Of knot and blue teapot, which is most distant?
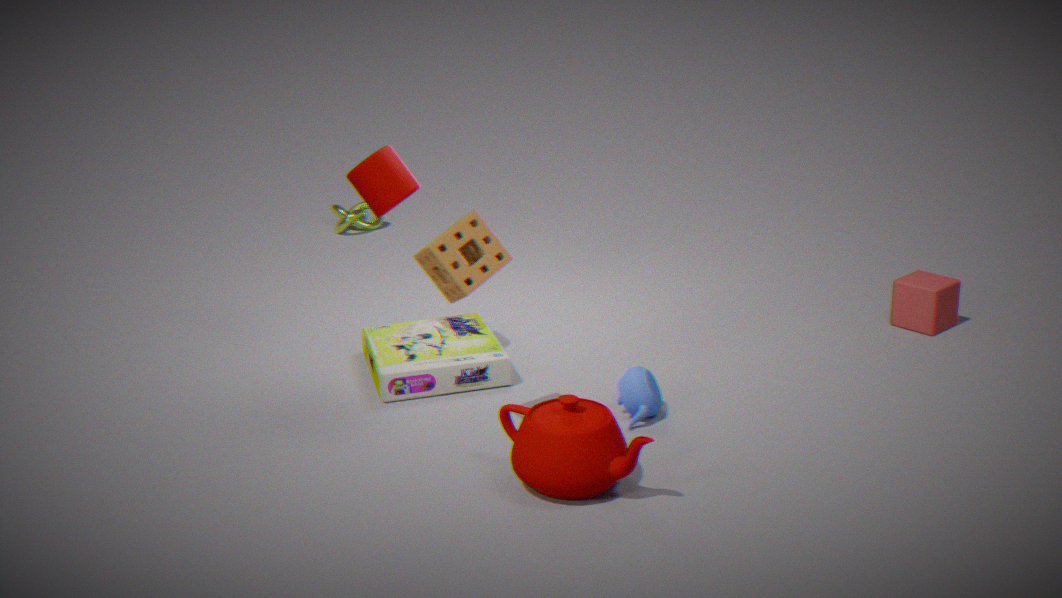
knot
